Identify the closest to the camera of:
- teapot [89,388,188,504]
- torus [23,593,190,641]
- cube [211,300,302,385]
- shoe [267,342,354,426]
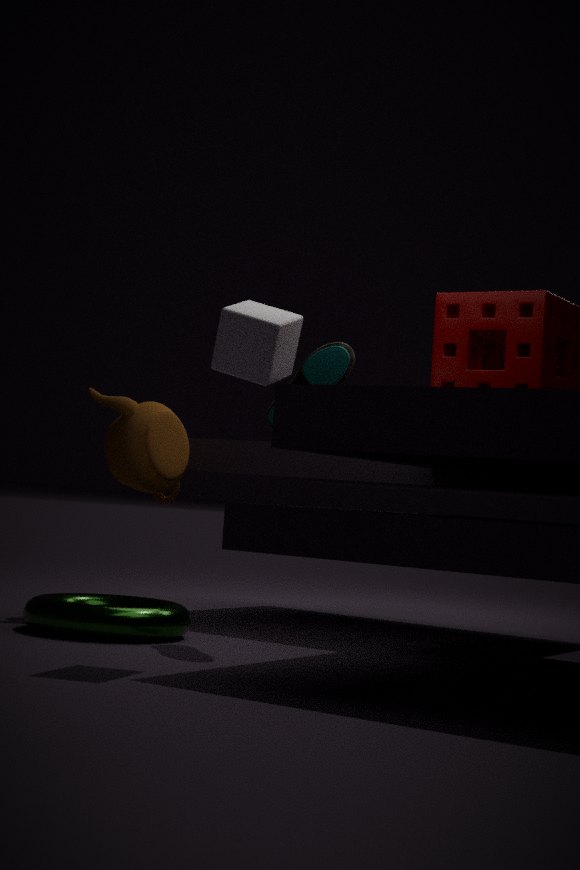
cube [211,300,302,385]
